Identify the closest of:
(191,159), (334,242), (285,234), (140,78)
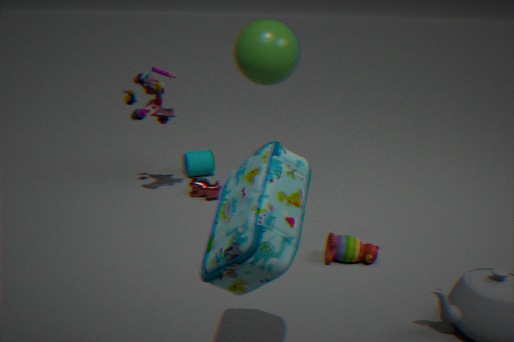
(285,234)
